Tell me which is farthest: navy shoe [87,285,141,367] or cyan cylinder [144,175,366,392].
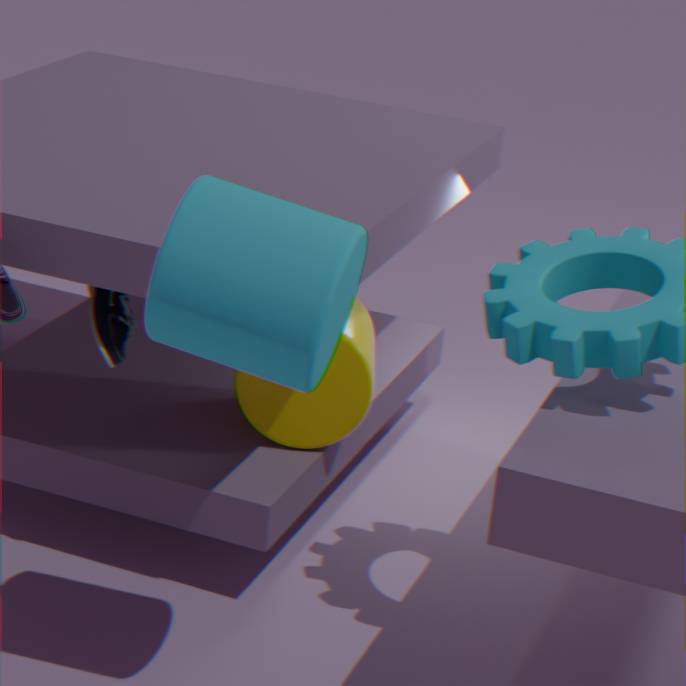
navy shoe [87,285,141,367]
